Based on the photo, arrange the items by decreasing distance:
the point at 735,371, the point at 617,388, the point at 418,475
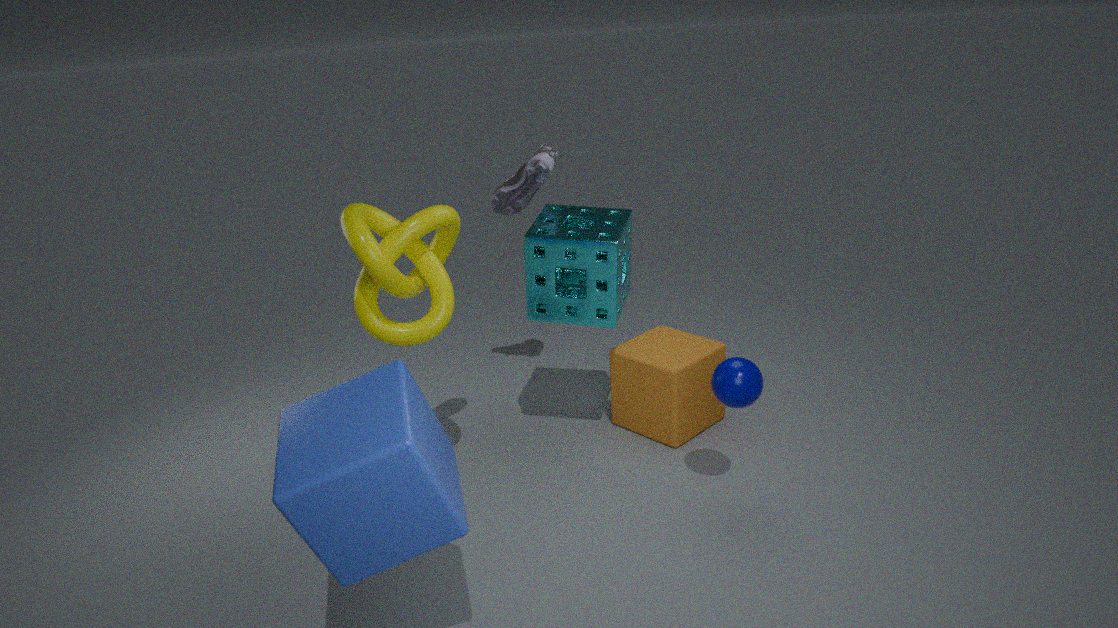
the point at 617,388 < the point at 735,371 < the point at 418,475
